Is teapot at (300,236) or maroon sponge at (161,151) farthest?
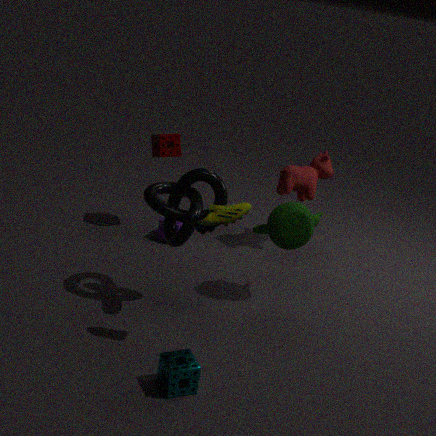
maroon sponge at (161,151)
